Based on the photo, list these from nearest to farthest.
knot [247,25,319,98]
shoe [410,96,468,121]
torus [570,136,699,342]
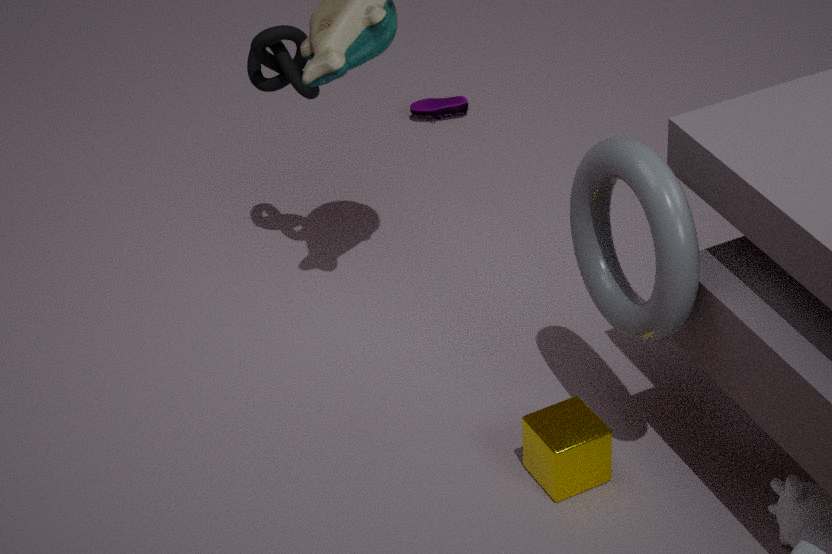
torus [570,136,699,342] → knot [247,25,319,98] → shoe [410,96,468,121]
